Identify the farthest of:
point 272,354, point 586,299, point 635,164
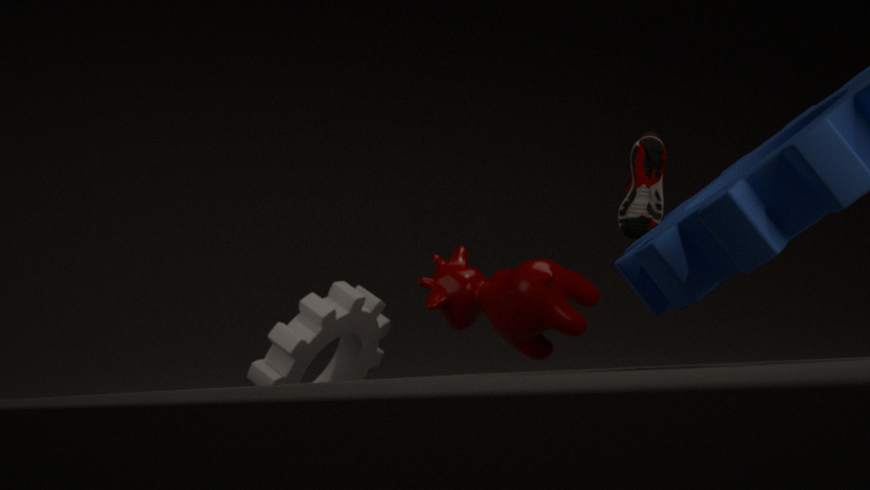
point 272,354
